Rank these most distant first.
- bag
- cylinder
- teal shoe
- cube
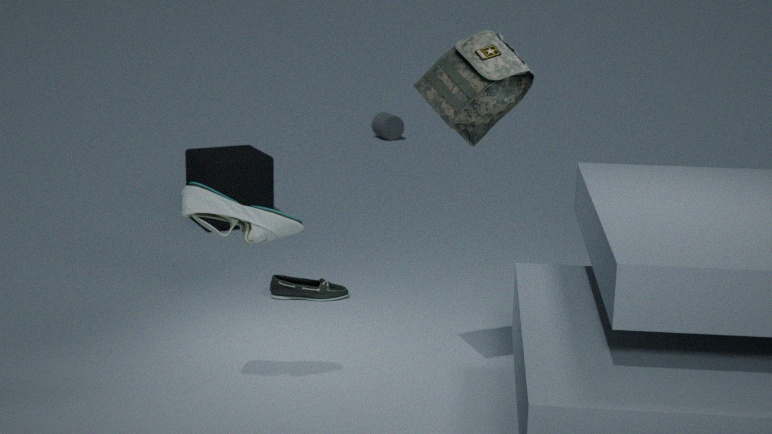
1. cylinder
2. cube
3. teal shoe
4. bag
